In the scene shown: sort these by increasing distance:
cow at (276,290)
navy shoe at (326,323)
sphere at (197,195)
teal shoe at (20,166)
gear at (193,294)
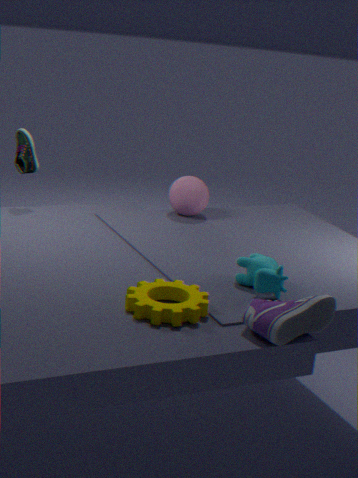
navy shoe at (326,323) < gear at (193,294) < cow at (276,290) < teal shoe at (20,166) < sphere at (197,195)
